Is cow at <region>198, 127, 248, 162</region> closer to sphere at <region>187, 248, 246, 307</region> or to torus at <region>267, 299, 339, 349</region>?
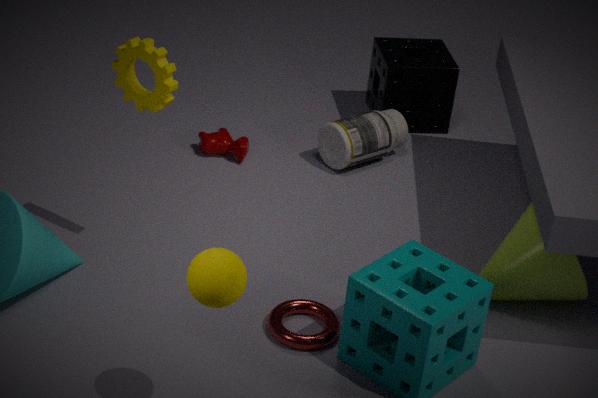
torus at <region>267, 299, 339, 349</region>
